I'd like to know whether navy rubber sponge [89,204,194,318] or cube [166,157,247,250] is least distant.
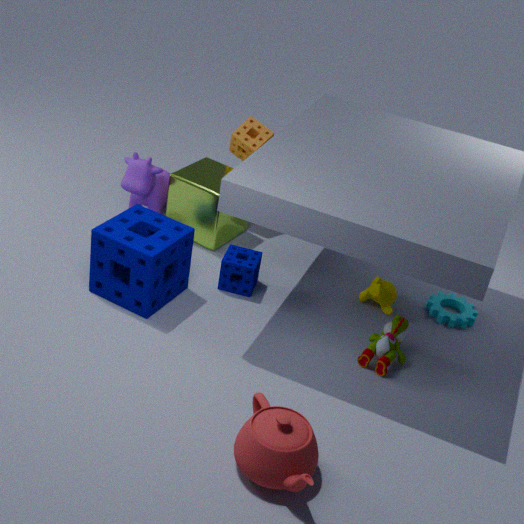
navy rubber sponge [89,204,194,318]
